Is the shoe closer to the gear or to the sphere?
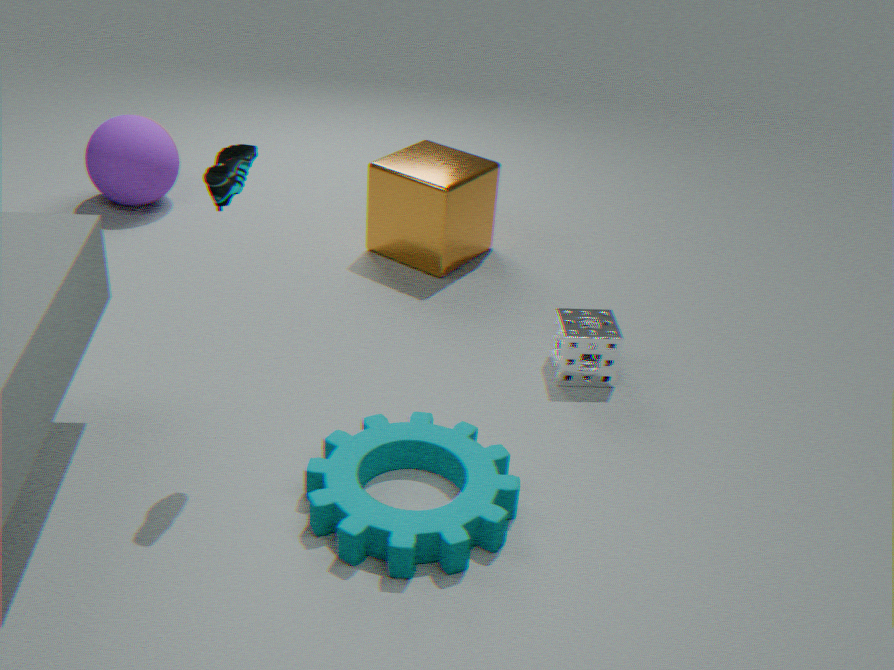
the gear
